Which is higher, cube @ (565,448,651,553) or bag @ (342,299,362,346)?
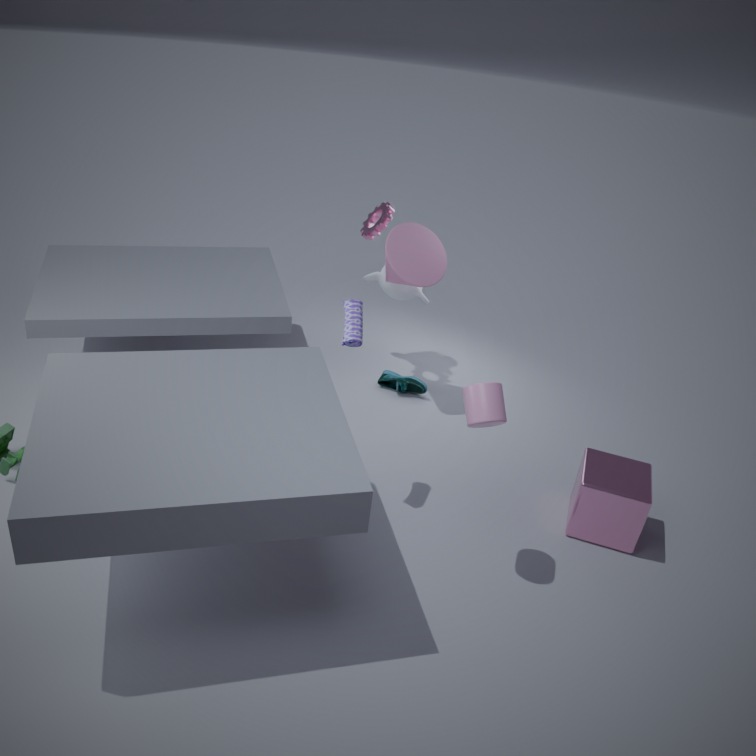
bag @ (342,299,362,346)
